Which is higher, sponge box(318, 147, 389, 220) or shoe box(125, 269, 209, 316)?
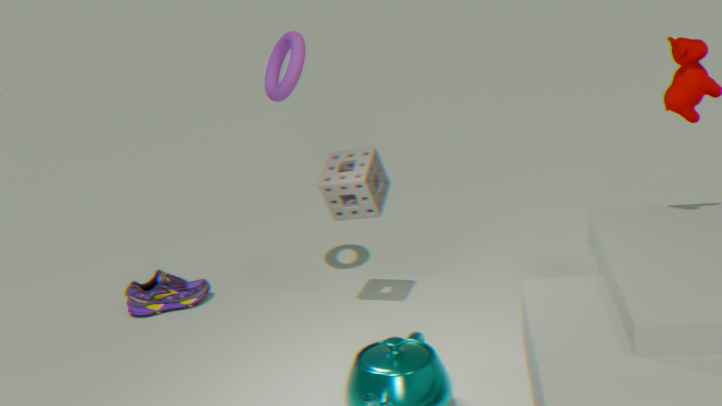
sponge box(318, 147, 389, 220)
